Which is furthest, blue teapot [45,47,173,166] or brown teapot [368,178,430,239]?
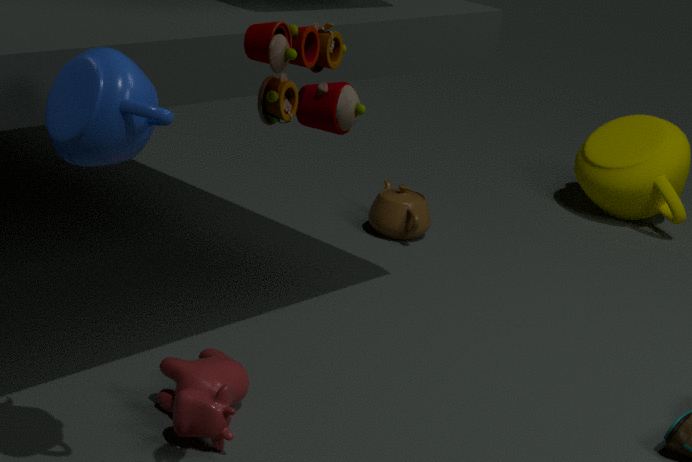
brown teapot [368,178,430,239]
